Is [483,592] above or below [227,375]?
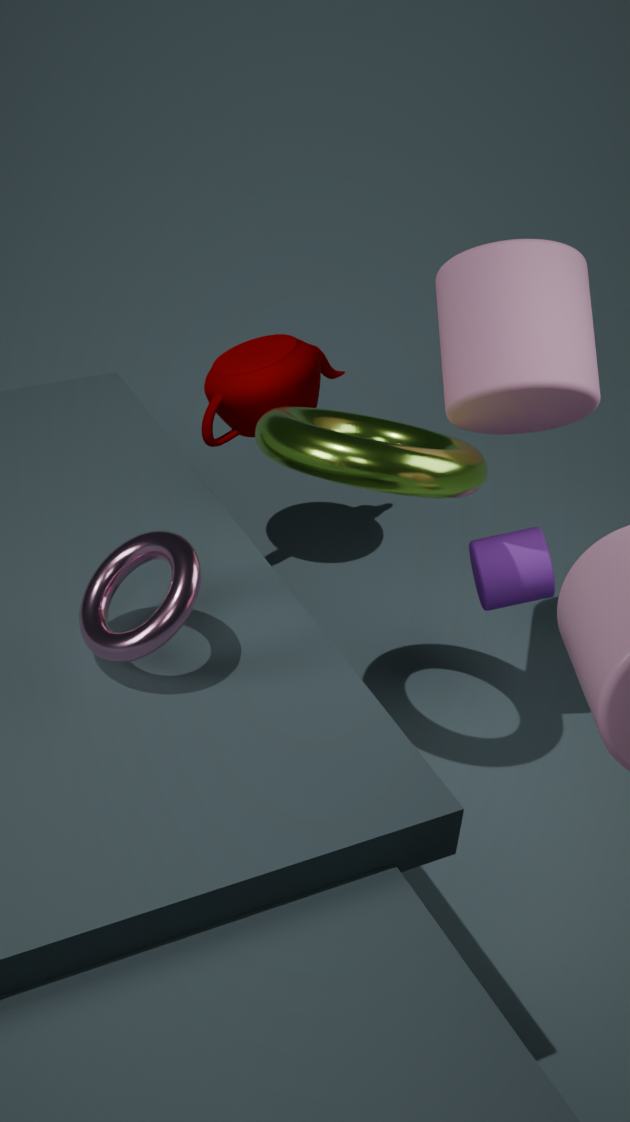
Answer: below
